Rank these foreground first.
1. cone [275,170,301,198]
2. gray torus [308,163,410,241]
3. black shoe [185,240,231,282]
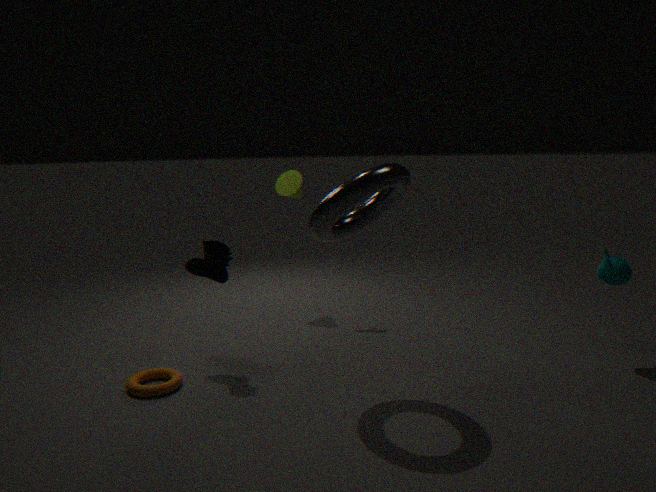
1. gray torus [308,163,410,241]
2. black shoe [185,240,231,282]
3. cone [275,170,301,198]
